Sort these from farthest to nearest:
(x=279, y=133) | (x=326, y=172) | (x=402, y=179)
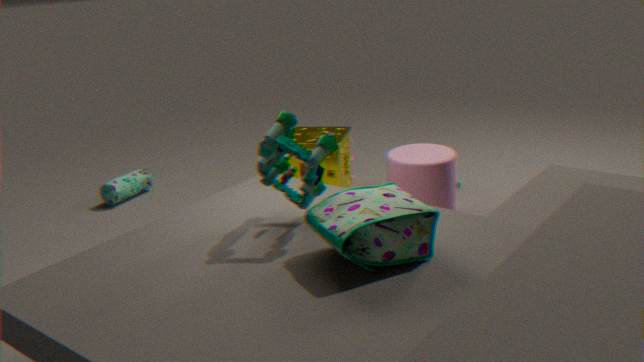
(x=326, y=172)
(x=402, y=179)
(x=279, y=133)
